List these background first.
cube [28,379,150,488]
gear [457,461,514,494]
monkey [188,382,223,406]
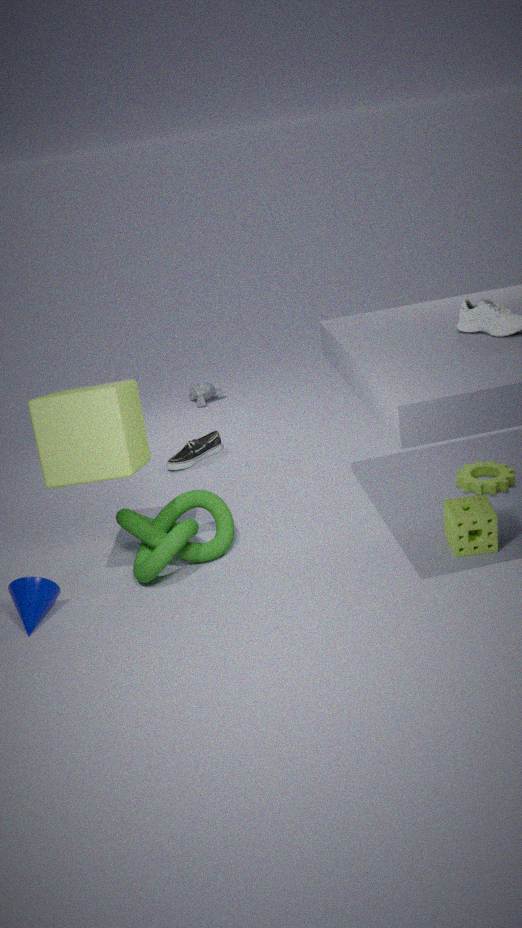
monkey [188,382,223,406] → gear [457,461,514,494] → cube [28,379,150,488]
